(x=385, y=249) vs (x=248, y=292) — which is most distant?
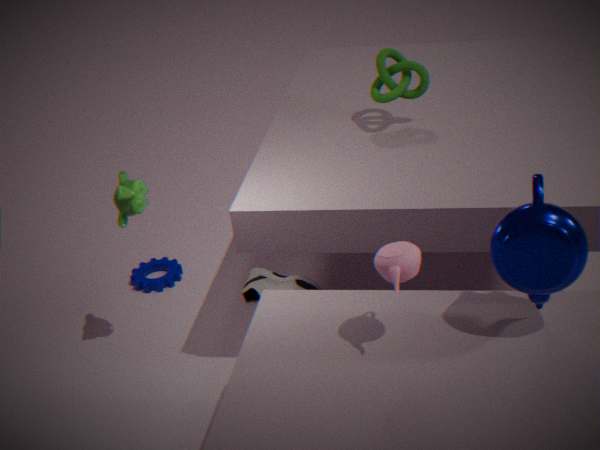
(x=248, y=292)
